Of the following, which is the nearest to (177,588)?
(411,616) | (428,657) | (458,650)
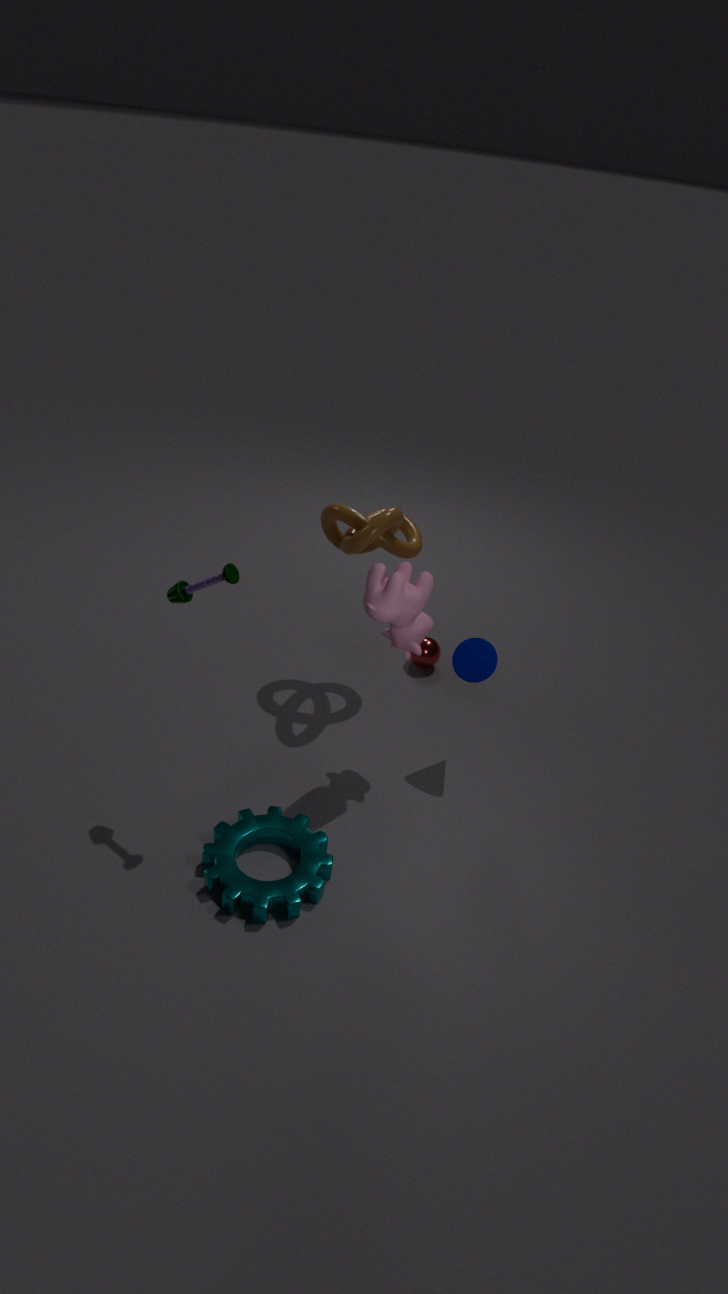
(411,616)
